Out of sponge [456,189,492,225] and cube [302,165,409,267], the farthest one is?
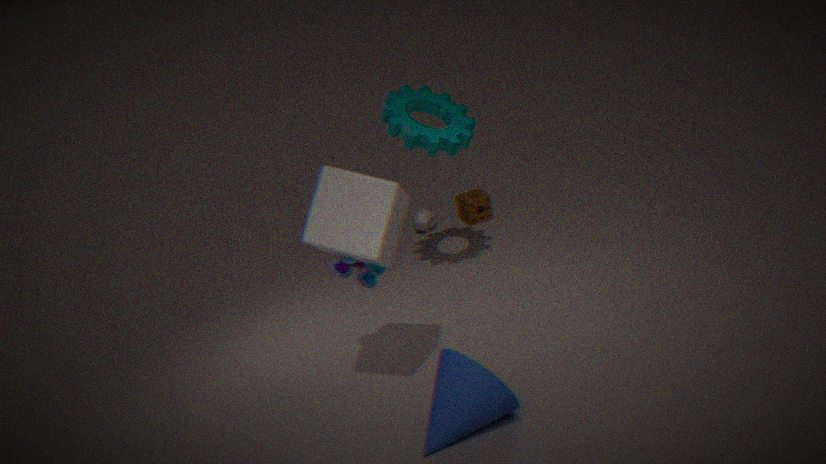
sponge [456,189,492,225]
